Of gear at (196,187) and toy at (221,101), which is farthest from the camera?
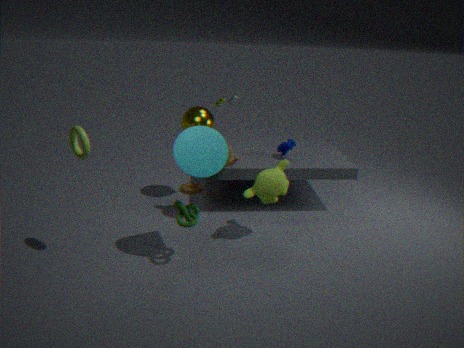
gear at (196,187)
